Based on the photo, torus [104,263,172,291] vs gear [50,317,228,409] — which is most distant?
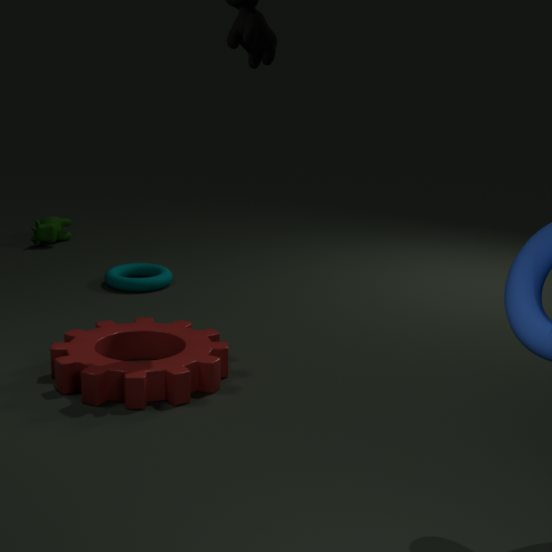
torus [104,263,172,291]
